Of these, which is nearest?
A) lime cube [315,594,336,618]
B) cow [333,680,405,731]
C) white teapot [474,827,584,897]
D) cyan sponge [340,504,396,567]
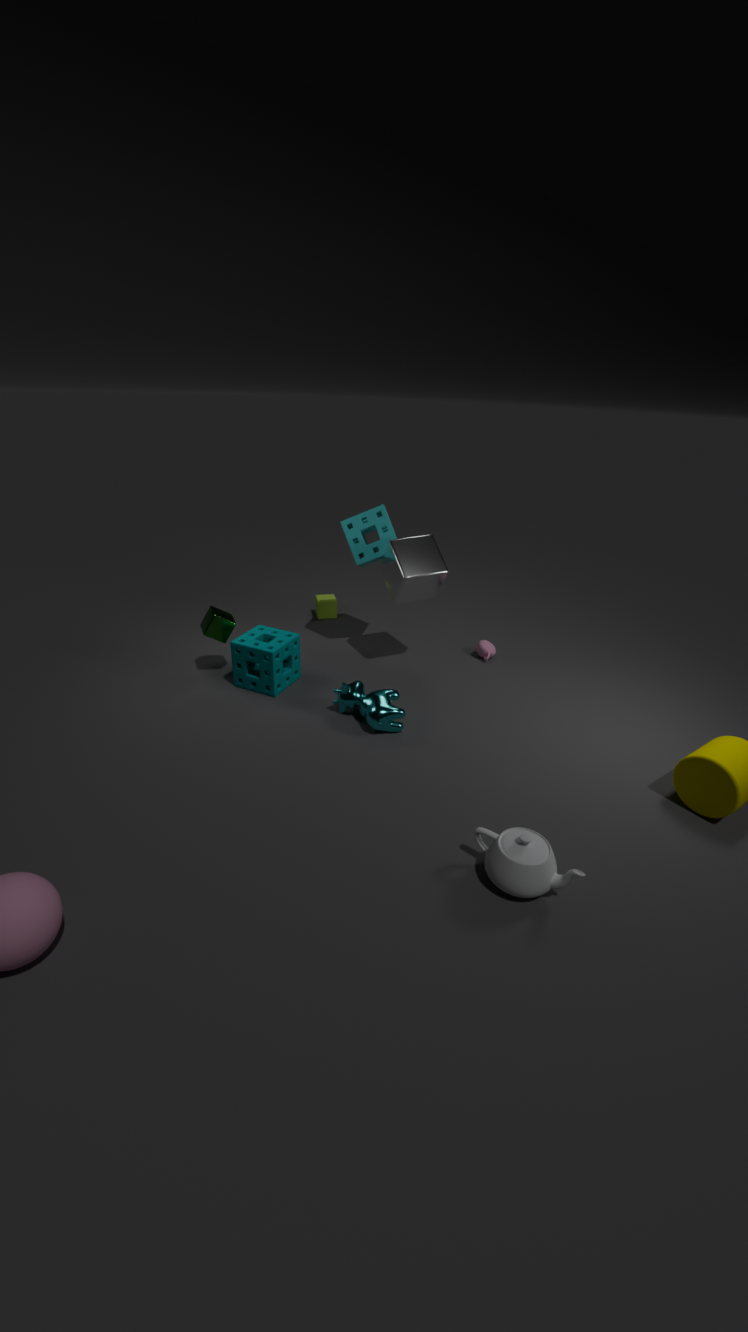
white teapot [474,827,584,897]
